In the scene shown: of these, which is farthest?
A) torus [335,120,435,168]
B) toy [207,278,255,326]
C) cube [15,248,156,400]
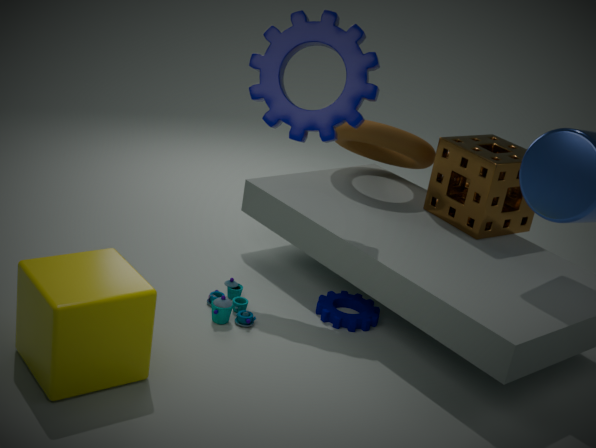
torus [335,120,435,168]
